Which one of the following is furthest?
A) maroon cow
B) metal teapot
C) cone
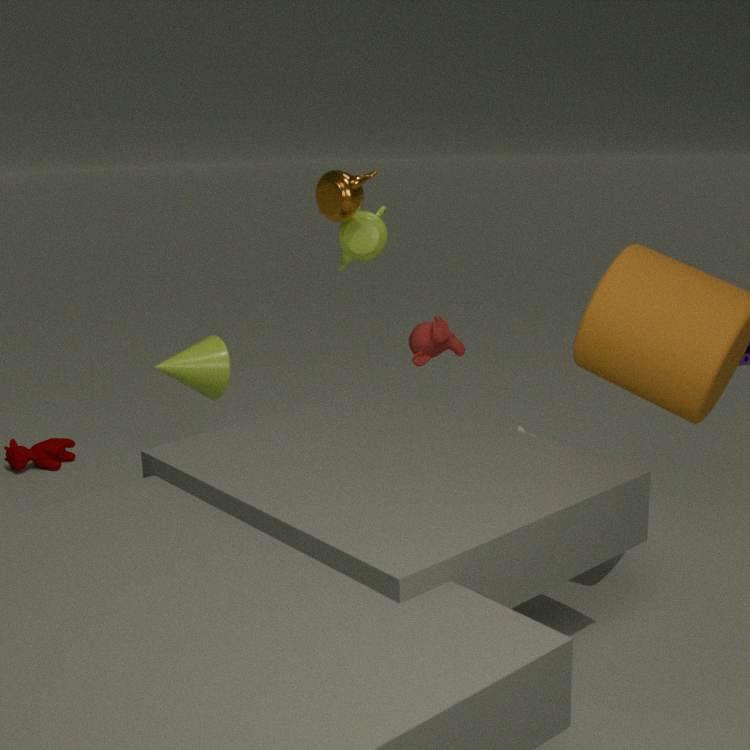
maroon cow
